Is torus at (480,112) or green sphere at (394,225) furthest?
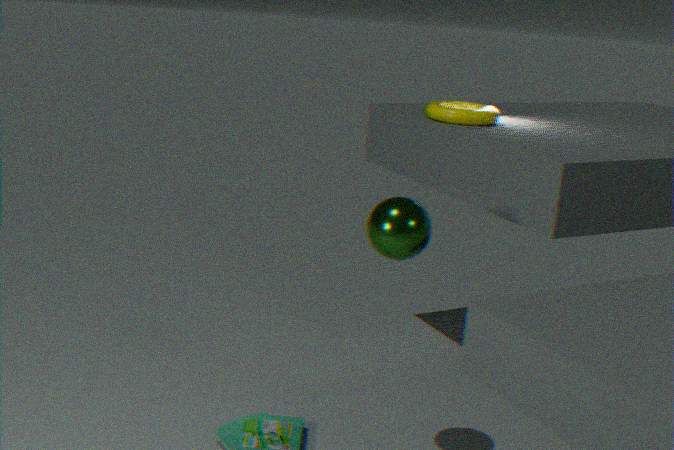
torus at (480,112)
